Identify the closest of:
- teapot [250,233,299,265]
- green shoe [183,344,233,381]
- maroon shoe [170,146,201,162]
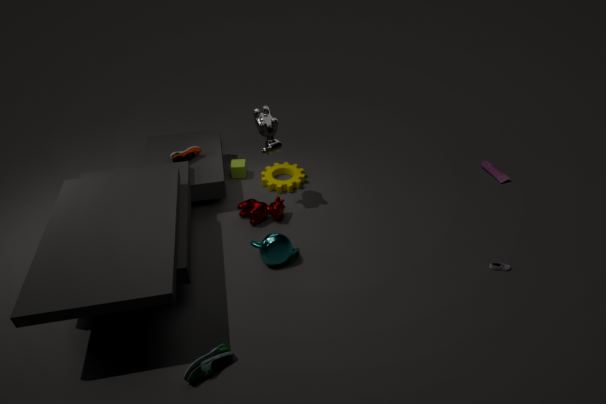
green shoe [183,344,233,381]
